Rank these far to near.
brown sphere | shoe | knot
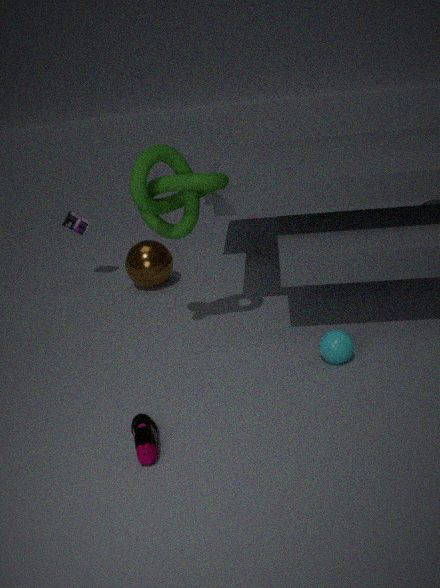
brown sphere
knot
shoe
